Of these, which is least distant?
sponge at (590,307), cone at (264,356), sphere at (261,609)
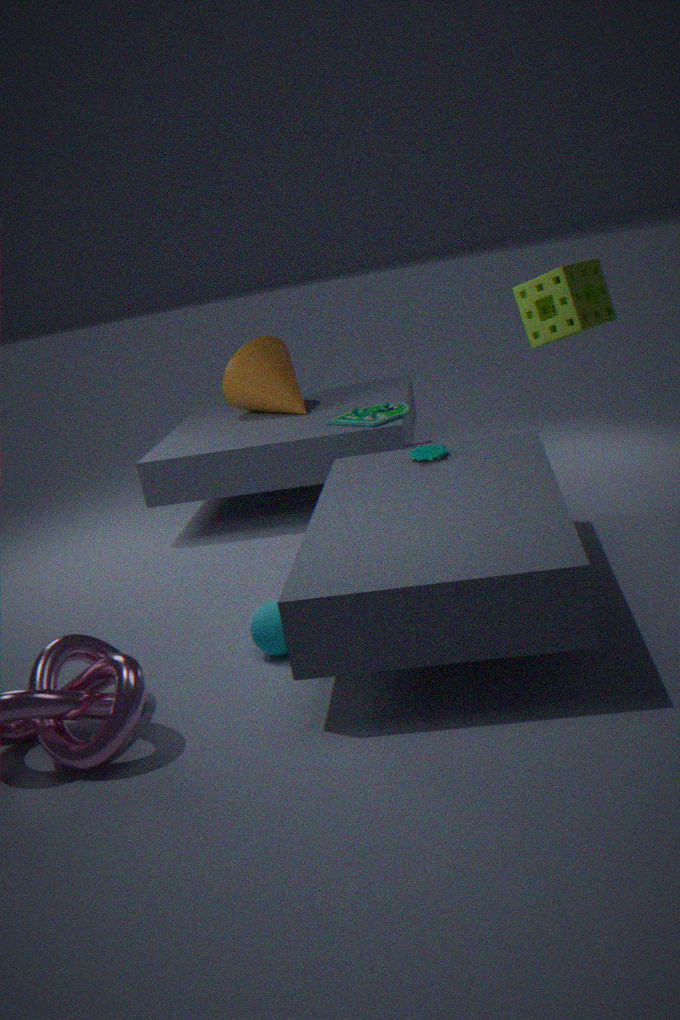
sponge at (590,307)
